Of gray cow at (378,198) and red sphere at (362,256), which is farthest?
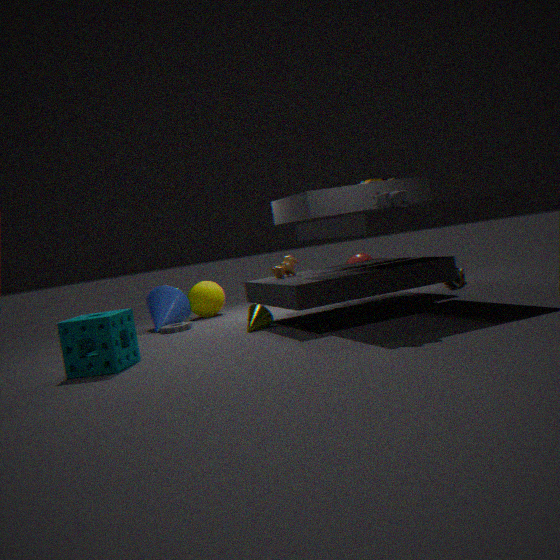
red sphere at (362,256)
